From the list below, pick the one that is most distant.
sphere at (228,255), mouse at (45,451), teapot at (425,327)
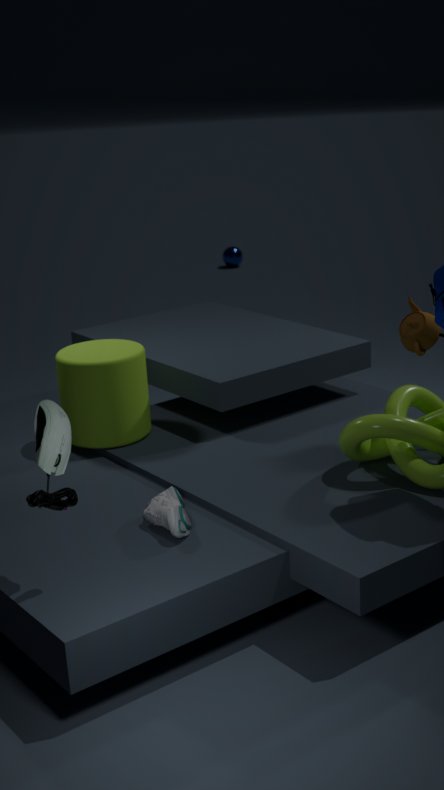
sphere at (228,255)
